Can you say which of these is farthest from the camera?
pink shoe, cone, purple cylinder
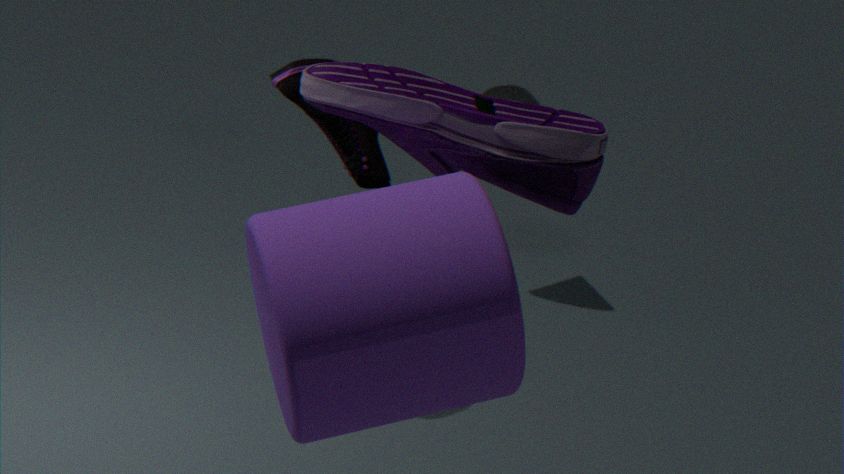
cone
